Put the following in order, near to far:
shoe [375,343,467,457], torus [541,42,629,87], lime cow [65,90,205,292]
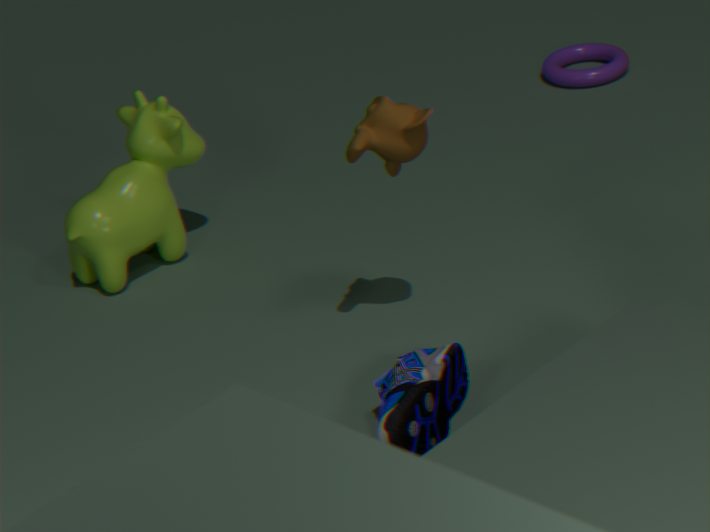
shoe [375,343,467,457] → lime cow [65,90,205,292] → torus [541,42,629,87]
